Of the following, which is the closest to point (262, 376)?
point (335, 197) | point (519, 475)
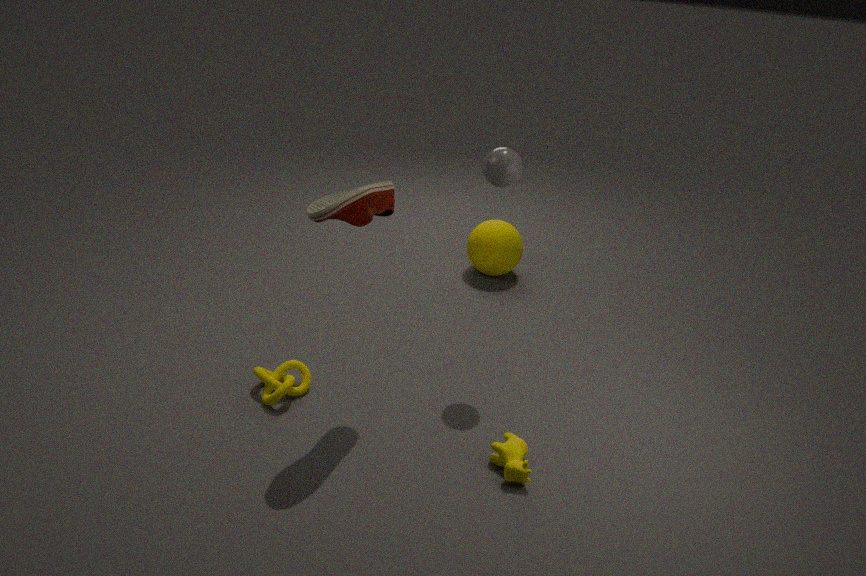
point (335, 197)
